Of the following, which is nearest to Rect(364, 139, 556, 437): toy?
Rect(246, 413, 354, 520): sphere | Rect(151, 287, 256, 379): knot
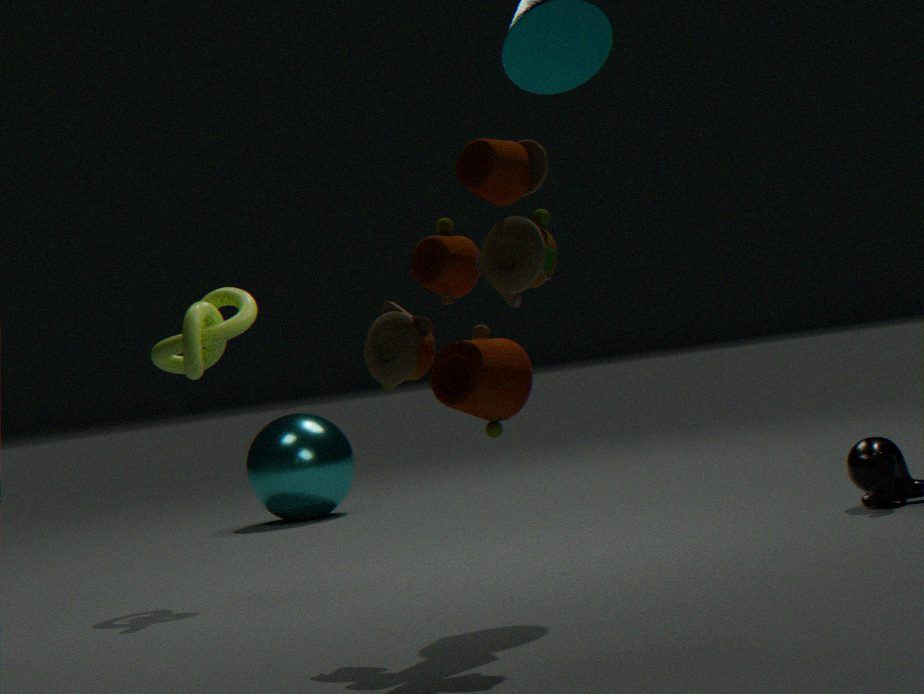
Rect(151, 287, 256, 379): knot
